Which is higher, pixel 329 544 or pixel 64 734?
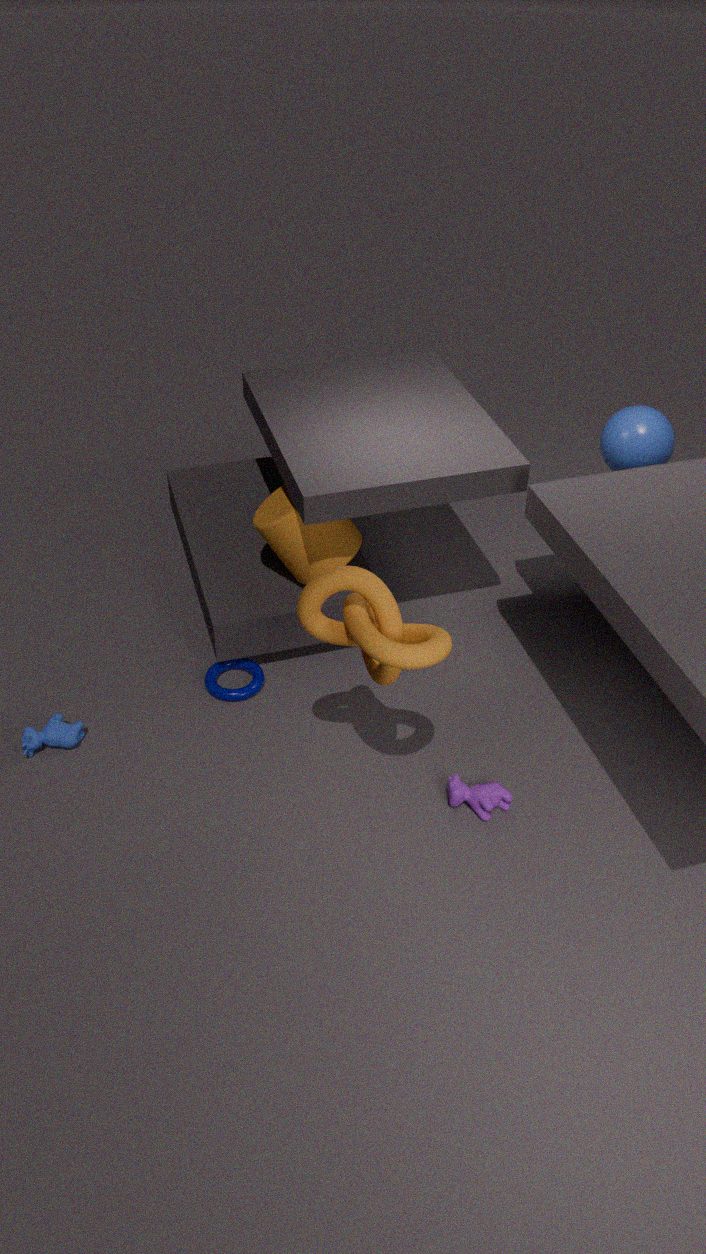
pixel 329 544
